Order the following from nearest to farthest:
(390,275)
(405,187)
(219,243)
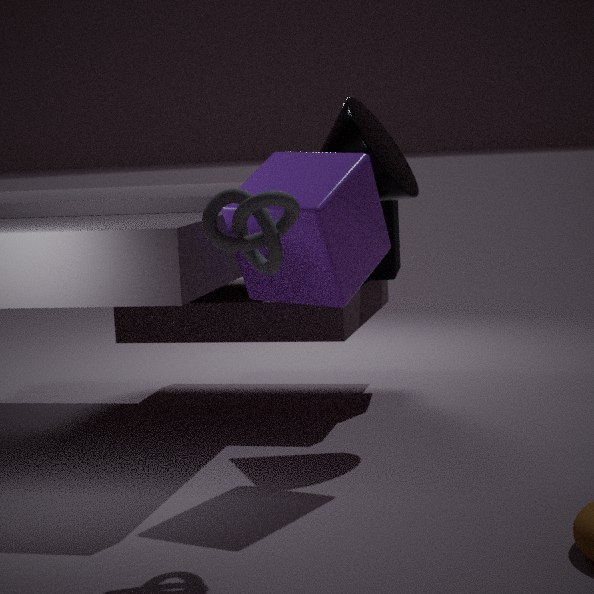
(219,243)
(405,187)
(390,275)
